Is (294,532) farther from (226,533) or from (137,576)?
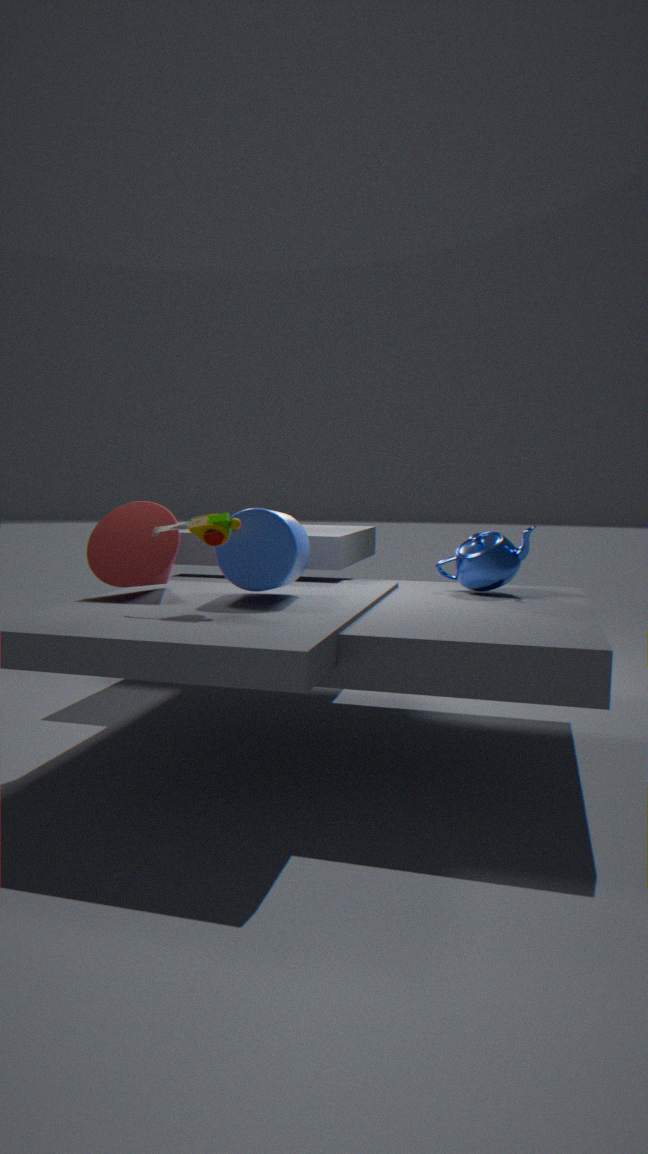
(137,576)
